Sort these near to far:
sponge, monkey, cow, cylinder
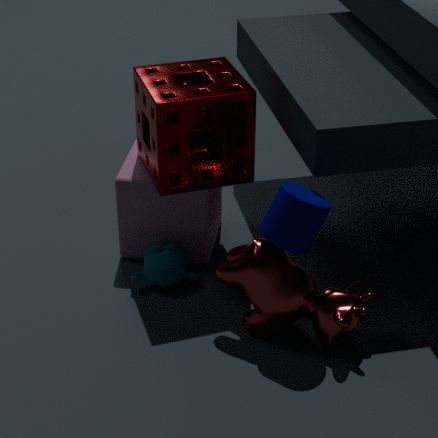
cylinder < cow < sponge < monkey
